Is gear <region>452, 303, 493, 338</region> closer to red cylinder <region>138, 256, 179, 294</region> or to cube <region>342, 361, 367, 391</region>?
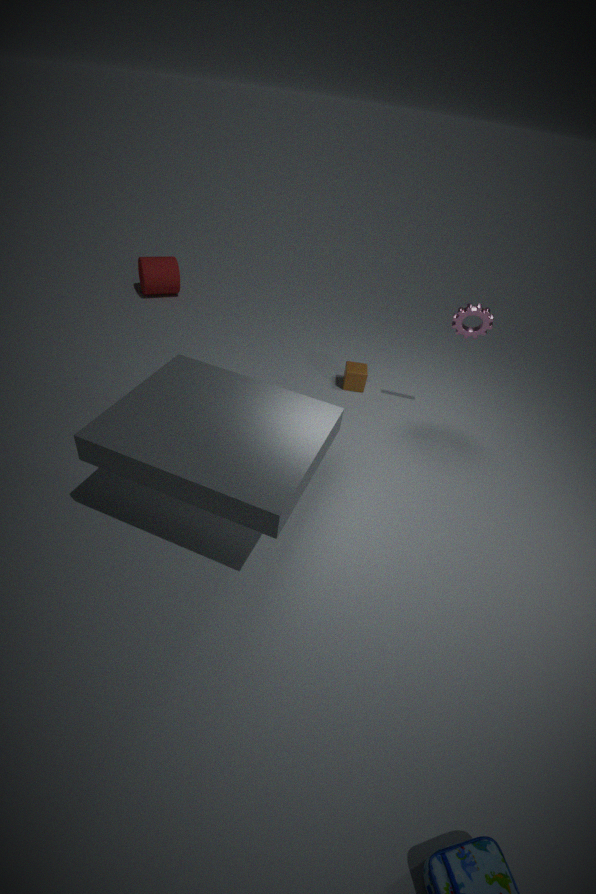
cube <region>342, 361, 367, 391</region>
